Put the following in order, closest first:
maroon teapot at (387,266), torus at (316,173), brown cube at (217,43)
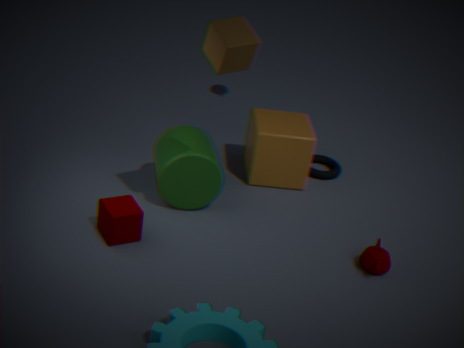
brown cube at (217,43) → maroon teapot at (387,266) → torus at (316,173)
